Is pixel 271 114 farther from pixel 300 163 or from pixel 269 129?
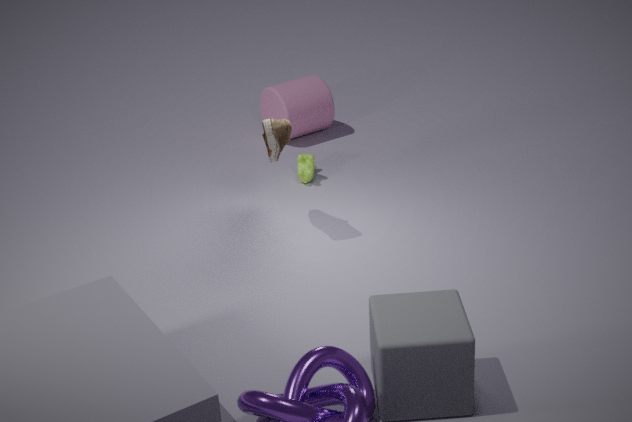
pixel 269 129
